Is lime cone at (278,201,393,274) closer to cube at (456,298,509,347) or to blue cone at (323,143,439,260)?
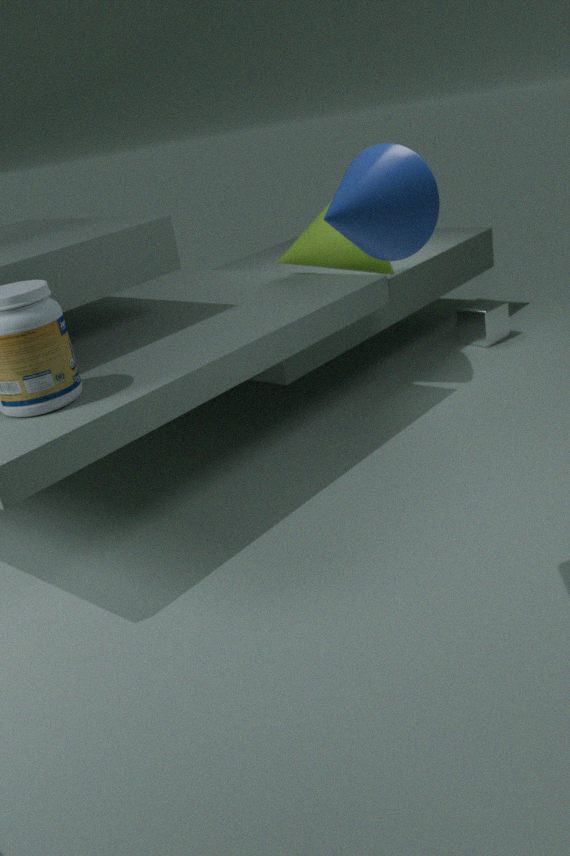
cube at (456,298,509,347)
